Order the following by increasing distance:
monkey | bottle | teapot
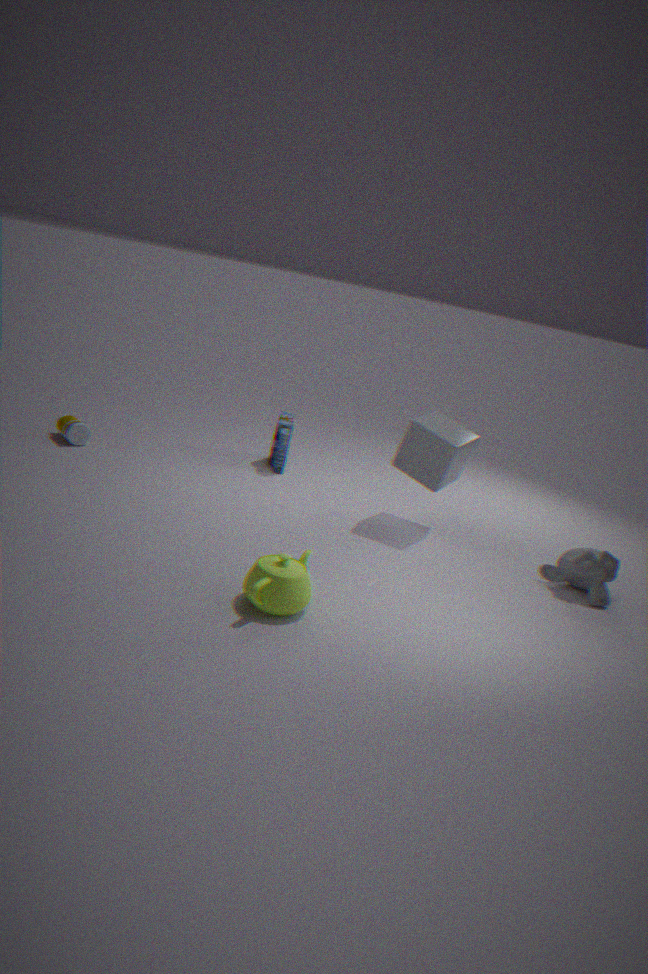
1. teapot
2. monkey
3. bottle
